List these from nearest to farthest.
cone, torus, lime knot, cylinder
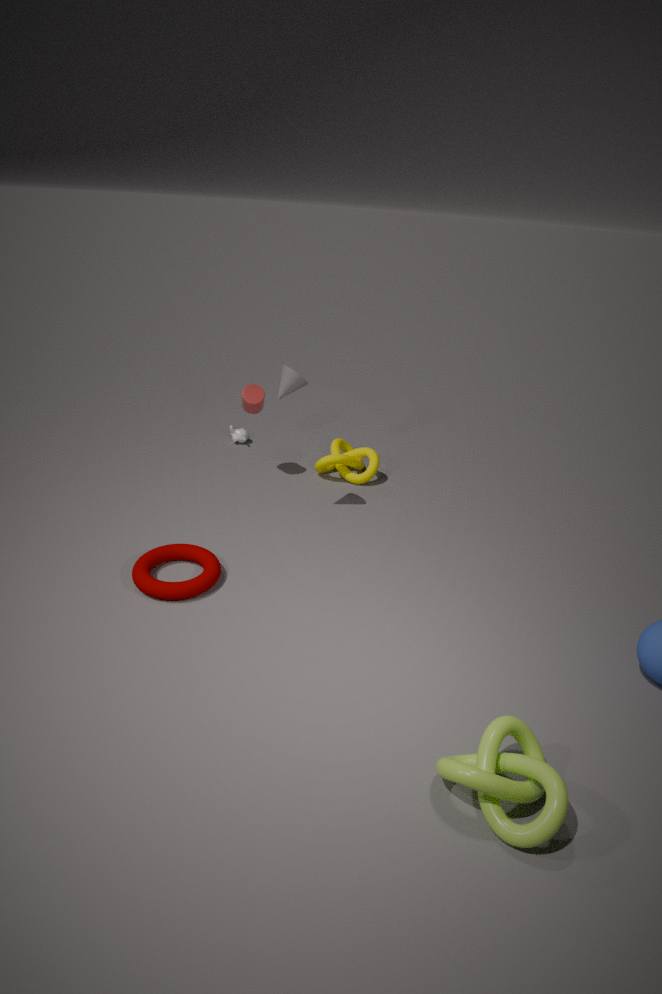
lime knot
torus
cone
cylinder
